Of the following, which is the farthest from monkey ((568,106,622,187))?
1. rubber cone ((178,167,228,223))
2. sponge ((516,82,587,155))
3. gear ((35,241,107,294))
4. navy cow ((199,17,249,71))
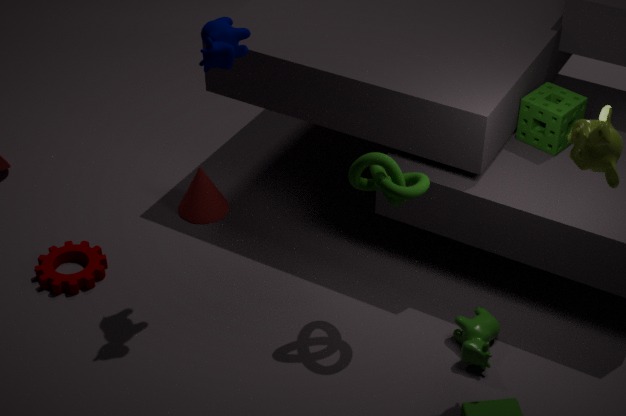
gear ((35,241,107,294))
